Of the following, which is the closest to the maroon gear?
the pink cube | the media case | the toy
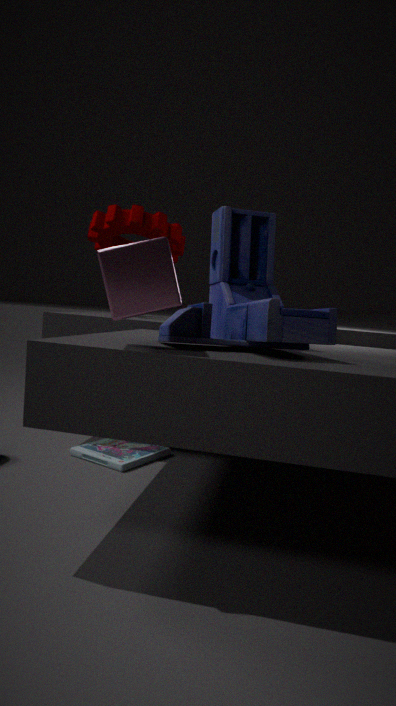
the toy
